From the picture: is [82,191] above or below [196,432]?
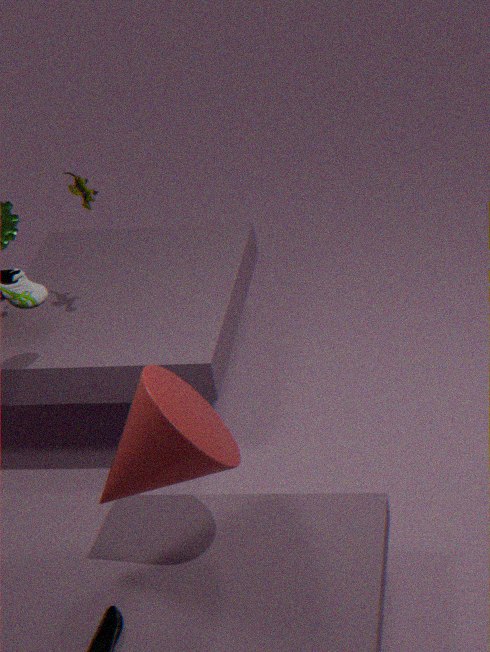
above
